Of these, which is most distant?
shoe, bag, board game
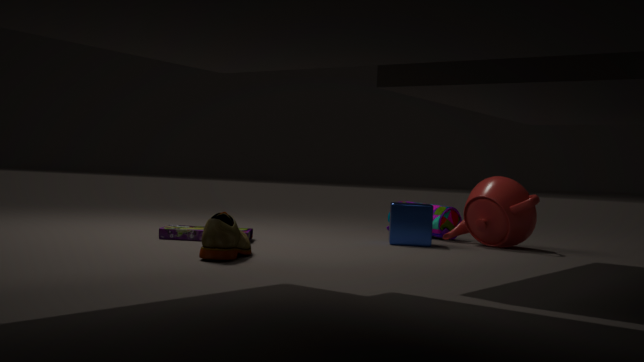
bag
